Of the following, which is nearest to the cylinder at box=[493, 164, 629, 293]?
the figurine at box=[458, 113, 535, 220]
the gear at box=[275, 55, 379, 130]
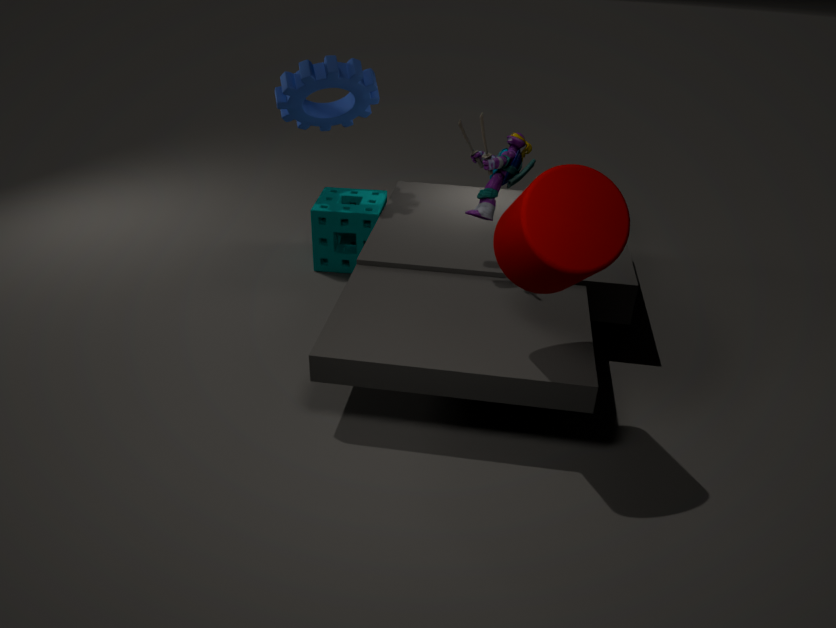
the figurine at box=[458, 113, 535, 220]
